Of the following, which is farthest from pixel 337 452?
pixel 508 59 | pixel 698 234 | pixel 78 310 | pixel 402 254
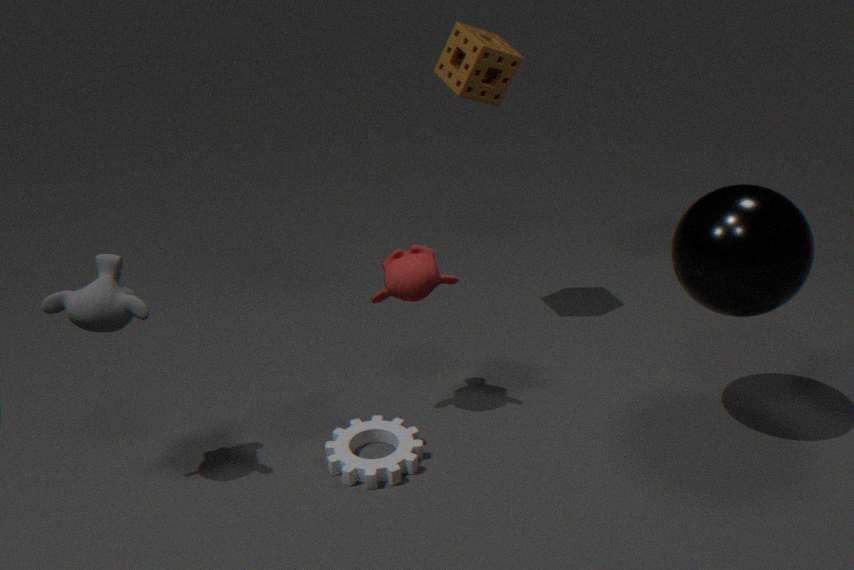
pixel 508 59
